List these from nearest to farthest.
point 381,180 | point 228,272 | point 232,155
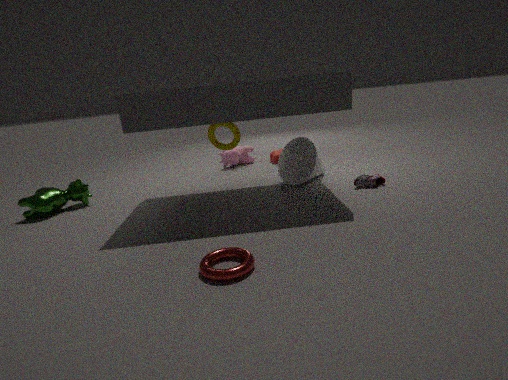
point 228,272 → point 381,180 → point 232,155
